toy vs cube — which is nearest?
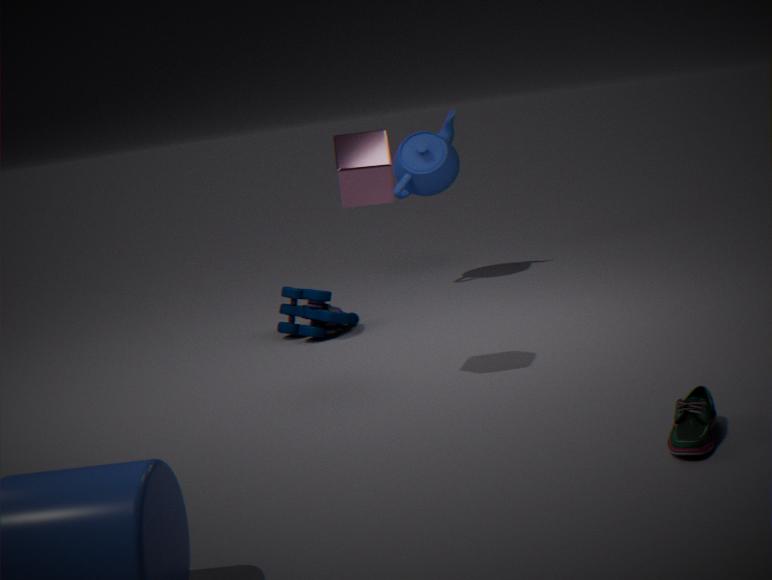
cube
